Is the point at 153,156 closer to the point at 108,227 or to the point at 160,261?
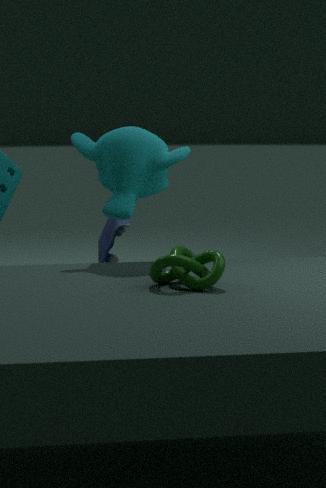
the point at 108,227
